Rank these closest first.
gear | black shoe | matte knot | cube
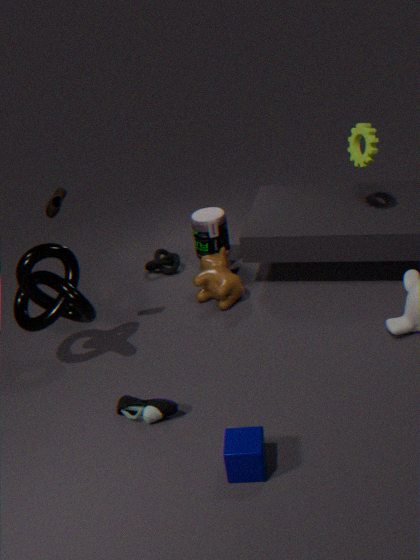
cube → black shoe → gear → matte knot
